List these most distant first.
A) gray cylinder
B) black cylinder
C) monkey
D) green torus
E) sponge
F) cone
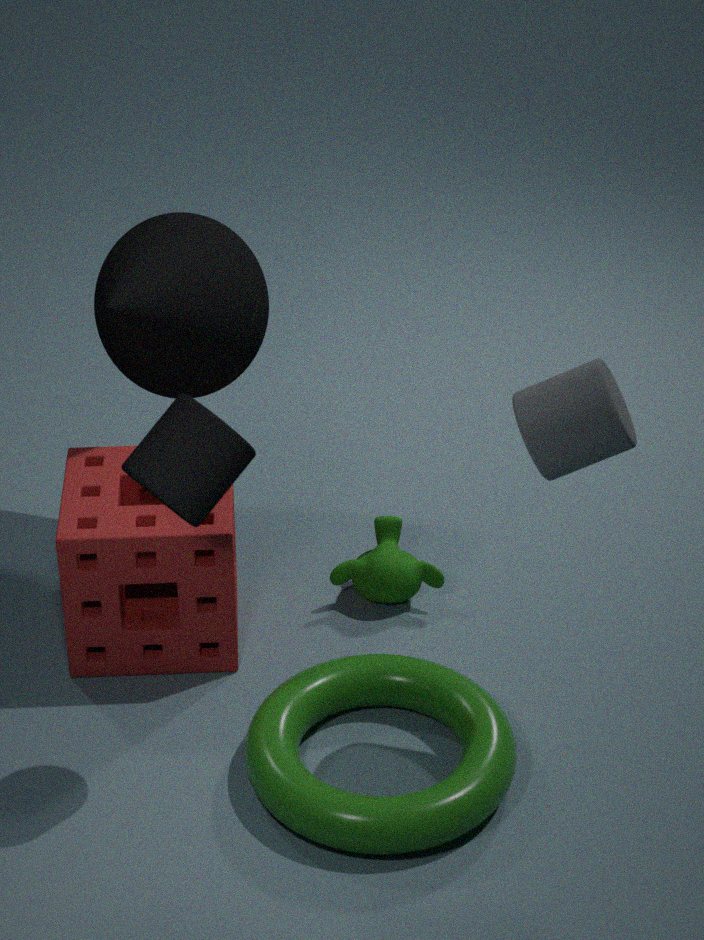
monkey < cone < sponge < green torus < gray cylinder < black cylinder
